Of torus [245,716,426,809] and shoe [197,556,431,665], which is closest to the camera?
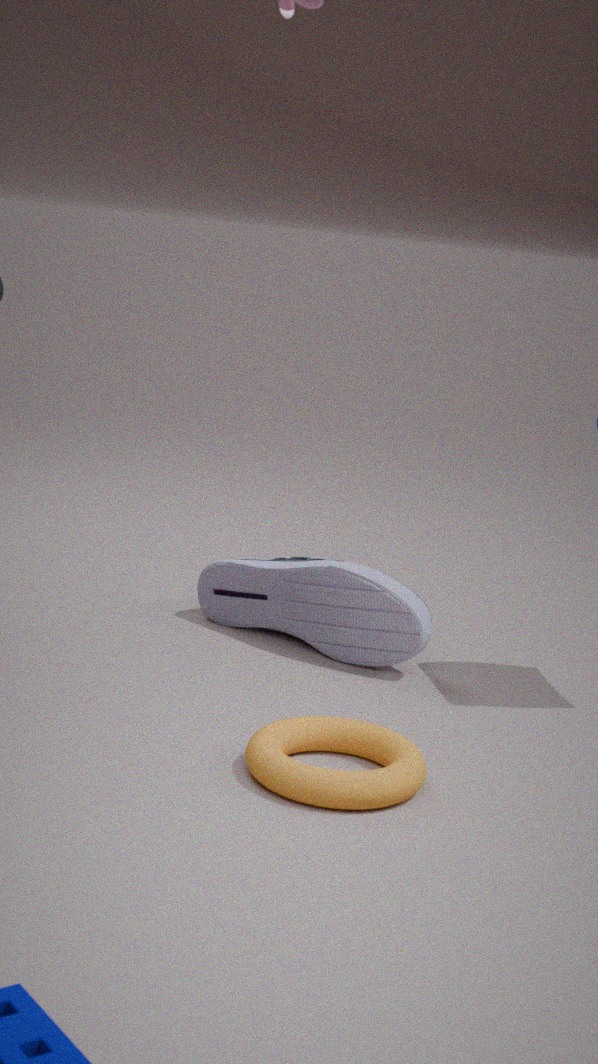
torus [245,716,426,809]
